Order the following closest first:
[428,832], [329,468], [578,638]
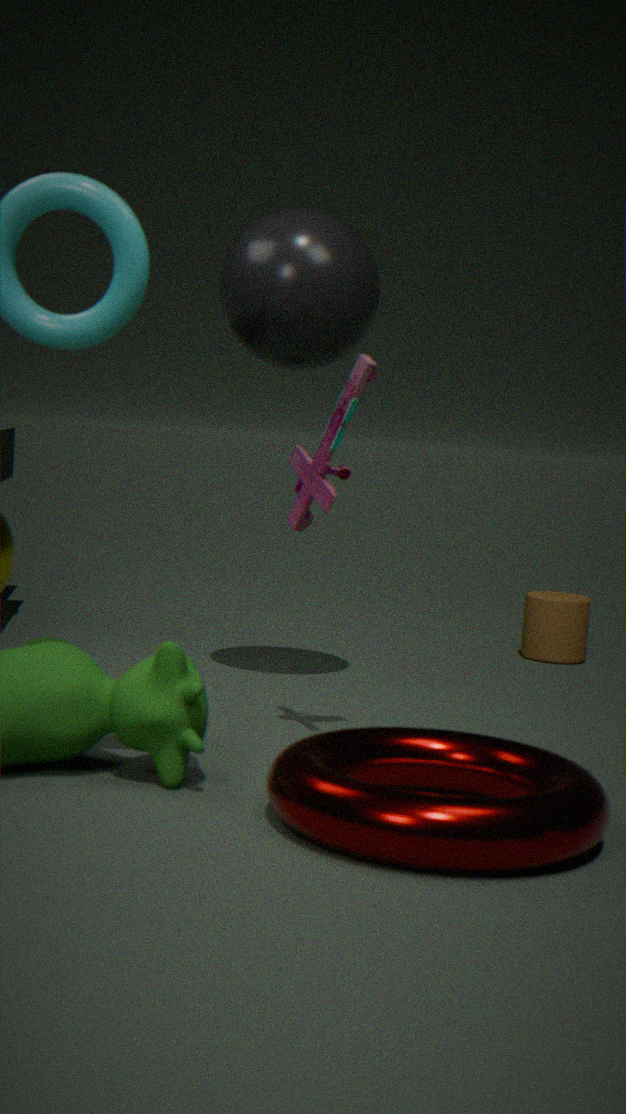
[428,832]
[329,468]
[578,638]
